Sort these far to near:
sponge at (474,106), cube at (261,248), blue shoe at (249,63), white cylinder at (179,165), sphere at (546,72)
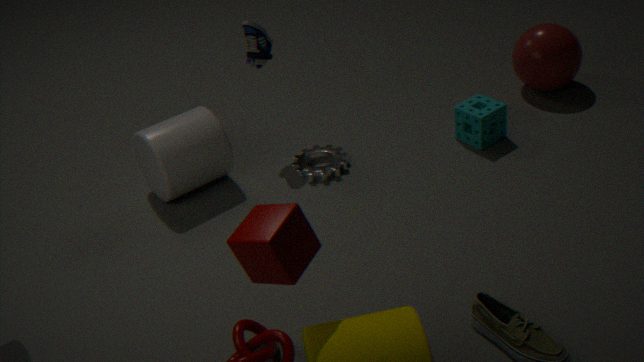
sphere at (546,72) → sponge at (474,106) → blue shoe at (249,63) → white cylinder at (179,165) → cube at (261,248)
